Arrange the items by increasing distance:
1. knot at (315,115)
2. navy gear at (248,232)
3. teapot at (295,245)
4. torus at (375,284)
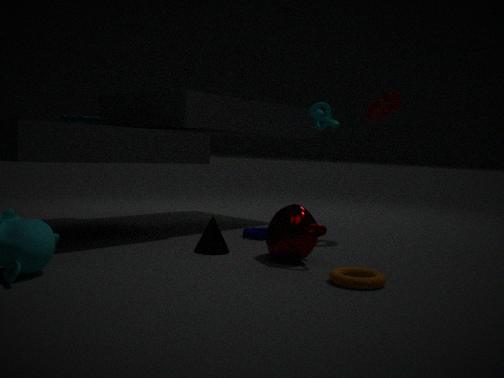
torus at (375,284) → teapot at (295,245) → navy gear at (248,232) → knot at (315,115)
